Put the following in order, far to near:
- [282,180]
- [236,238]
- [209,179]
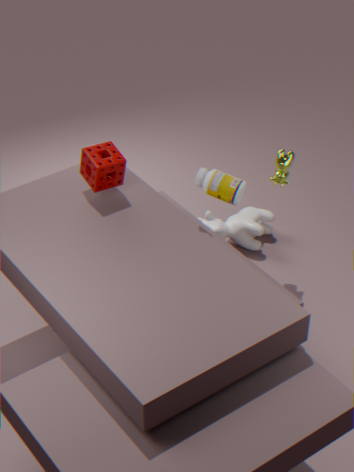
[236,238] → [282,180] → [209,179]
